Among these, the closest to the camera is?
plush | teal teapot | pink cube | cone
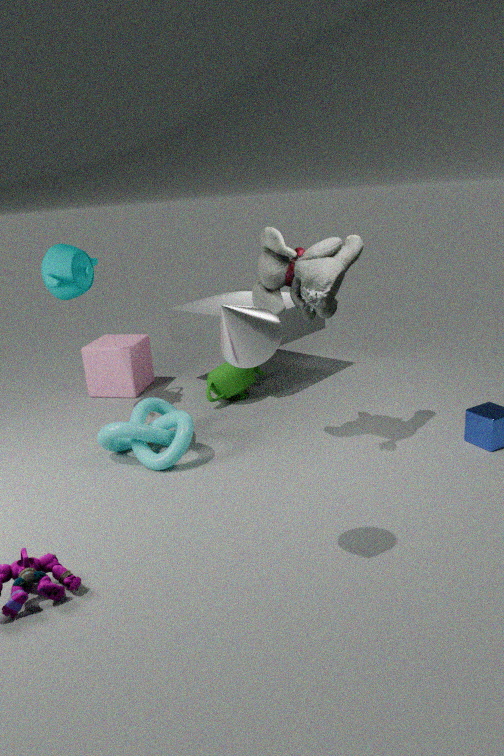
cone
